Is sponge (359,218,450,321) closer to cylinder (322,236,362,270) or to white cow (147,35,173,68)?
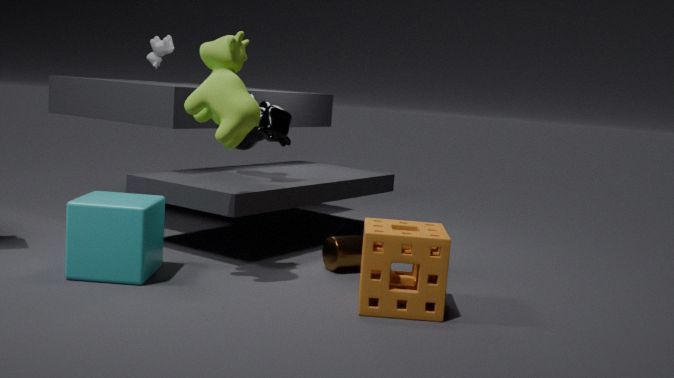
cylinder (322,236,362,270)
